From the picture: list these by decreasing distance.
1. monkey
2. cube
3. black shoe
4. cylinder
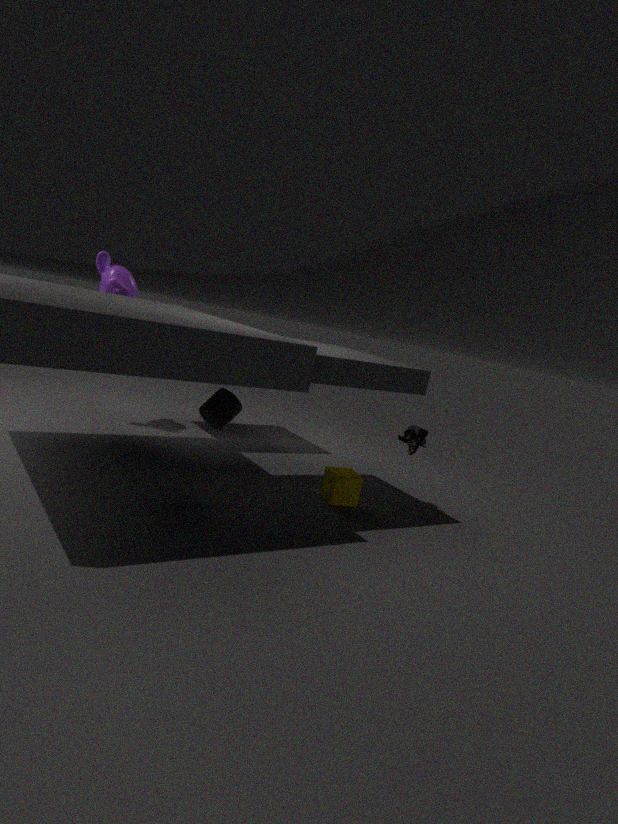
monkey < black shoe < cube < cylinder
